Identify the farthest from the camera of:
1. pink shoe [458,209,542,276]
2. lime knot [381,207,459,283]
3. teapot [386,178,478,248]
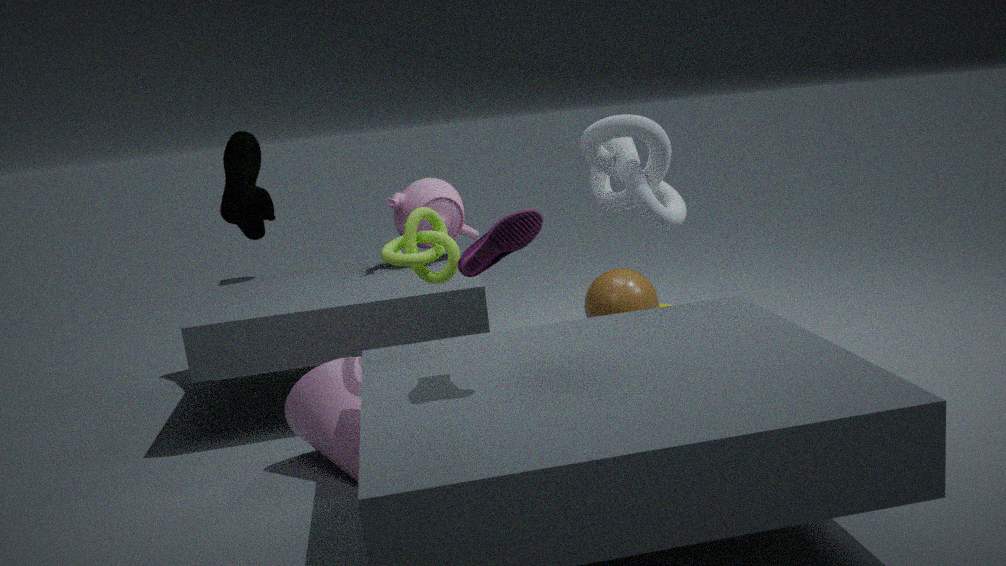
teapot [386,178,478,248]
